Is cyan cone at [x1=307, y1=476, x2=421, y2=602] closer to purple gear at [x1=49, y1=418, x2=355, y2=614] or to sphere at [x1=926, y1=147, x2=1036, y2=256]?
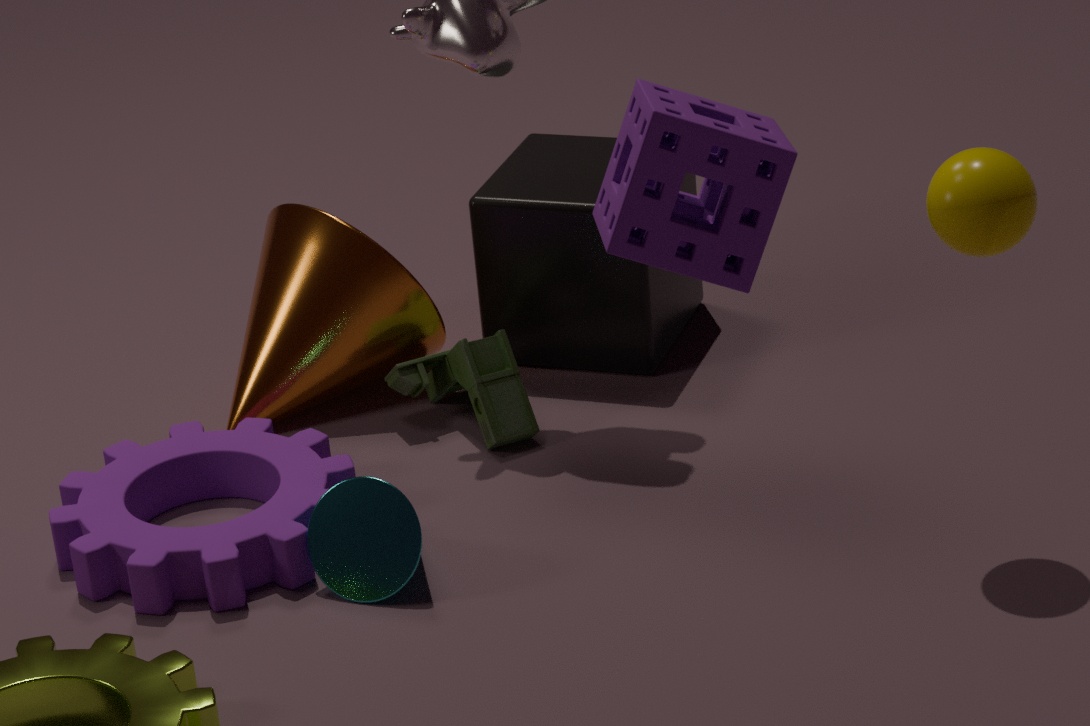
purple gear at [x1=49, y1=418, x2=355, y2=614]
